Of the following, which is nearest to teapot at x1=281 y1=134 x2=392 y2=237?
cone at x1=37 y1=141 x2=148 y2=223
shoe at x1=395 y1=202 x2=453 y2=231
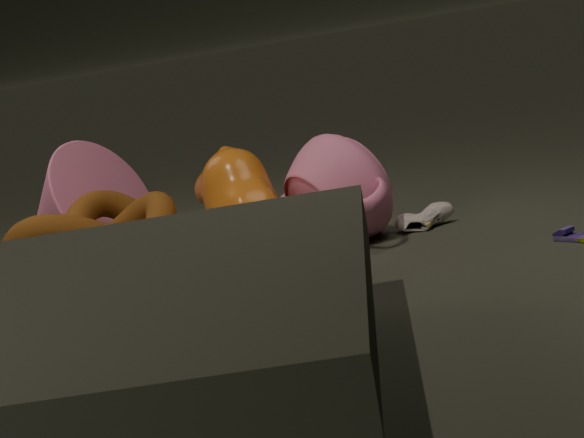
shoe at x1=395 y1=202 x2=453 y2=231
